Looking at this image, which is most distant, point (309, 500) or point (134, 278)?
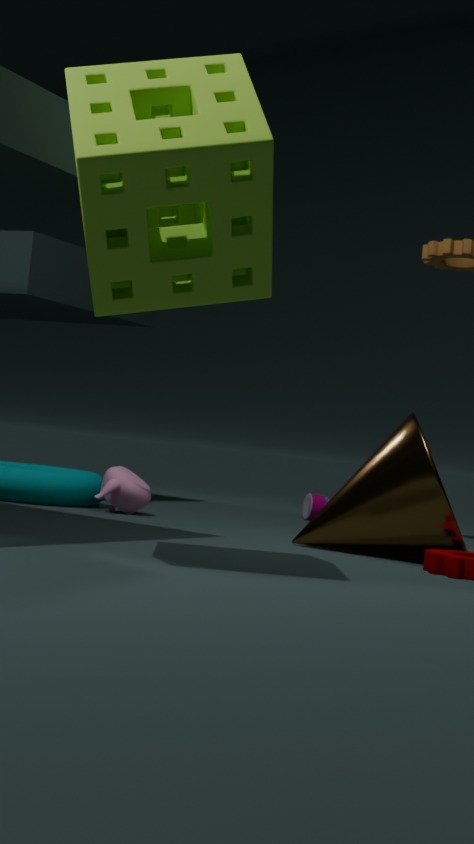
Result: point (309, 500)
